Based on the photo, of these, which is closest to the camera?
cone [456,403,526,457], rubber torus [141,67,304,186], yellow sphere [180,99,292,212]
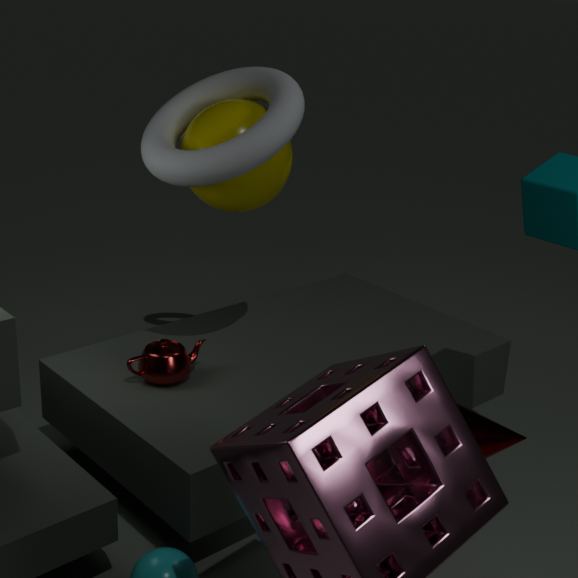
cone [456,403,526,457]
